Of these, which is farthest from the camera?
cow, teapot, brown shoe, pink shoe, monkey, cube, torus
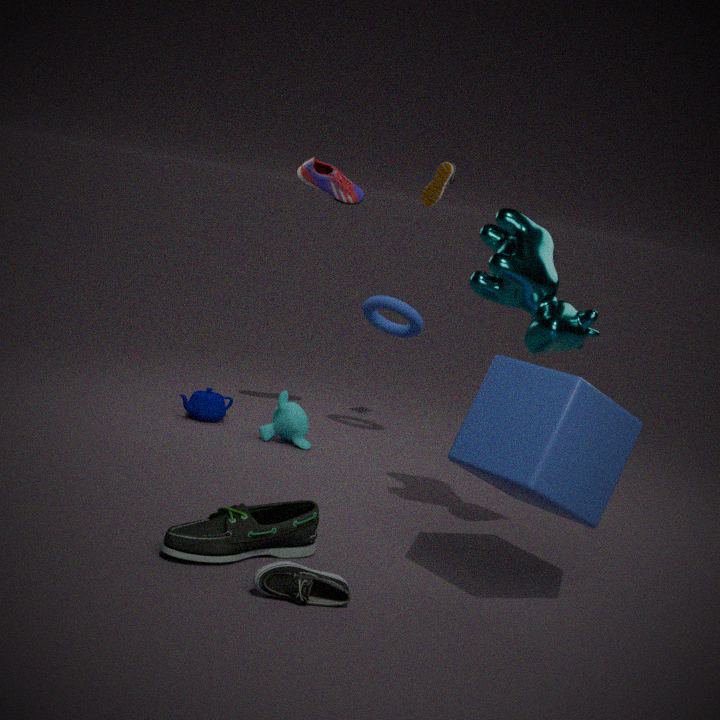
teapot
